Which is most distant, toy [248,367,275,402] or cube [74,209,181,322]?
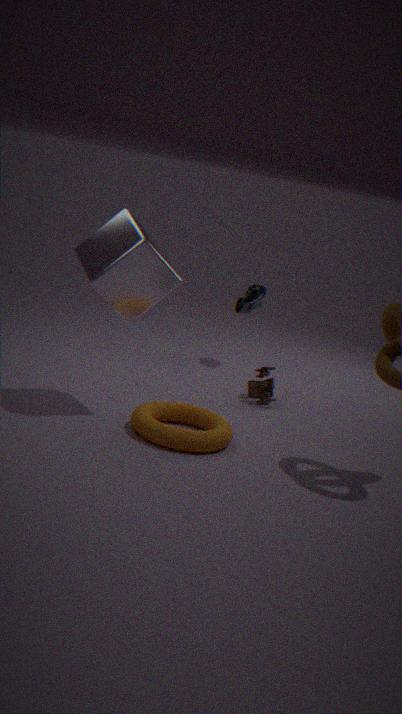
toy [248,367,275,402]
